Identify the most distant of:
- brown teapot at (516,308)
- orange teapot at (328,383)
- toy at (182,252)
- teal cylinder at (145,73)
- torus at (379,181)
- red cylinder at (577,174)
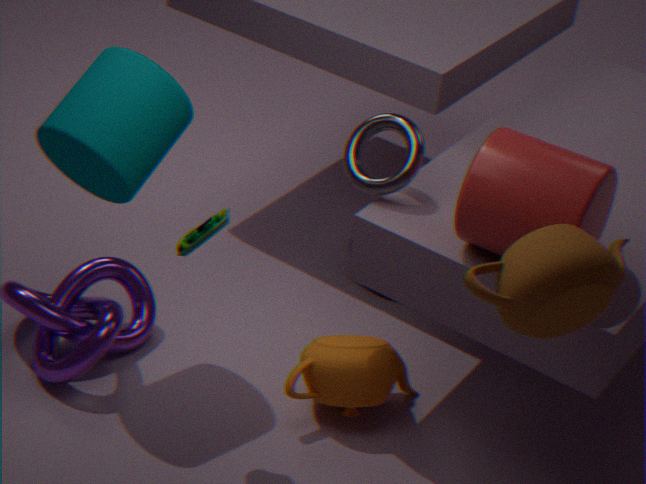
orange teapot at (328,383)
